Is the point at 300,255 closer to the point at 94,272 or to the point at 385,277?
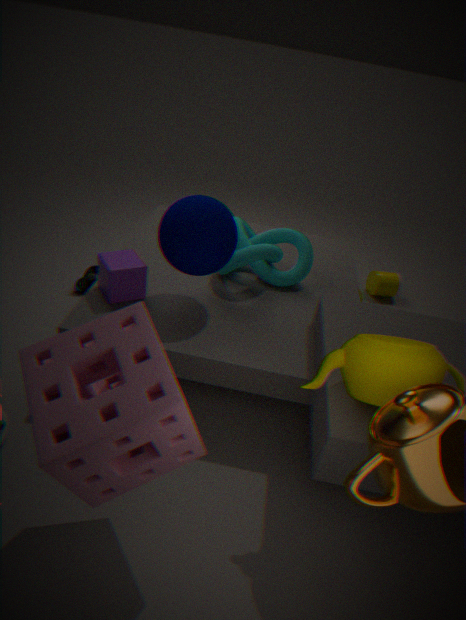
the point at 94,272
